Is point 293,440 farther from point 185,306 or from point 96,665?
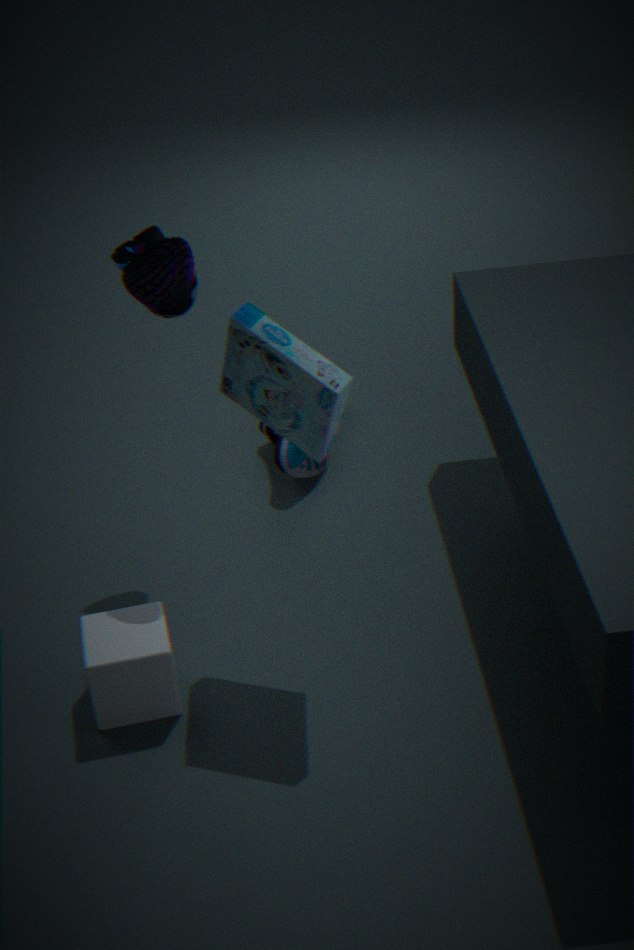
point 96,665
